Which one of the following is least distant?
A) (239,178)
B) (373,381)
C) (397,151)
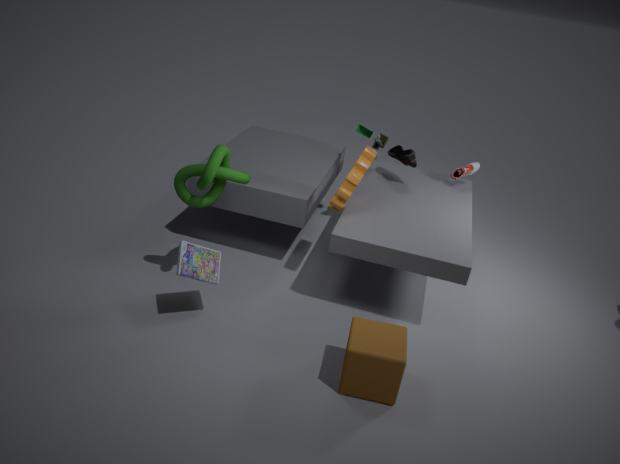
(373,381)
